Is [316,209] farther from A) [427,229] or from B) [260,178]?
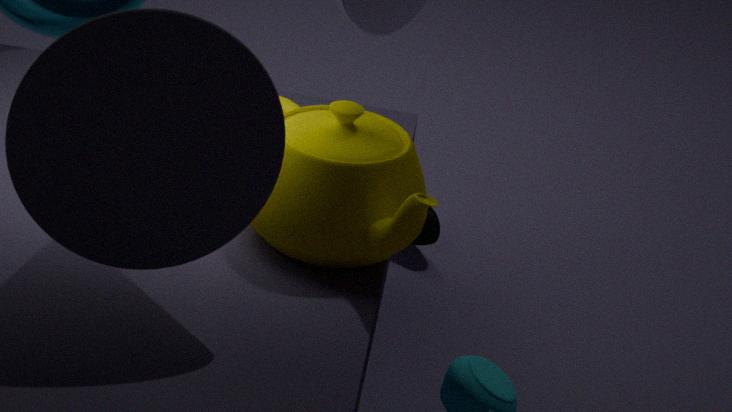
A) [427,229]
